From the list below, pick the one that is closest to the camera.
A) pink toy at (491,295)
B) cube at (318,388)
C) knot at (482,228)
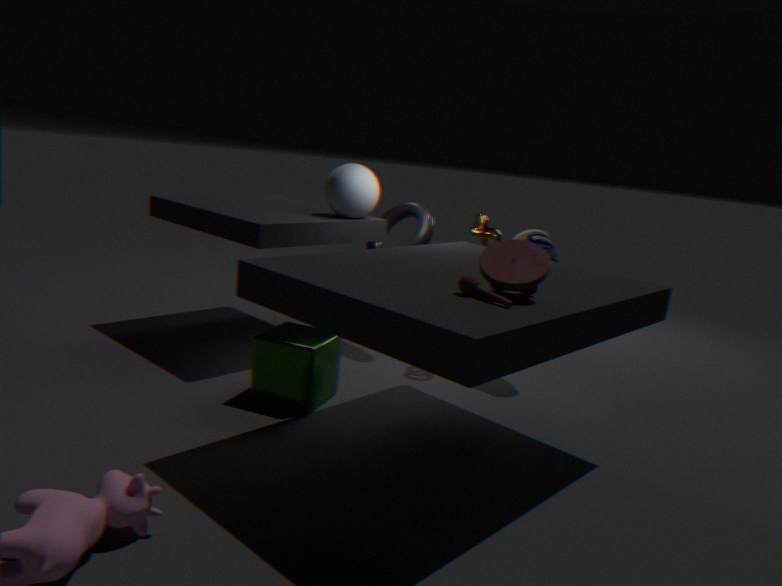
pink toy at (491,295)
